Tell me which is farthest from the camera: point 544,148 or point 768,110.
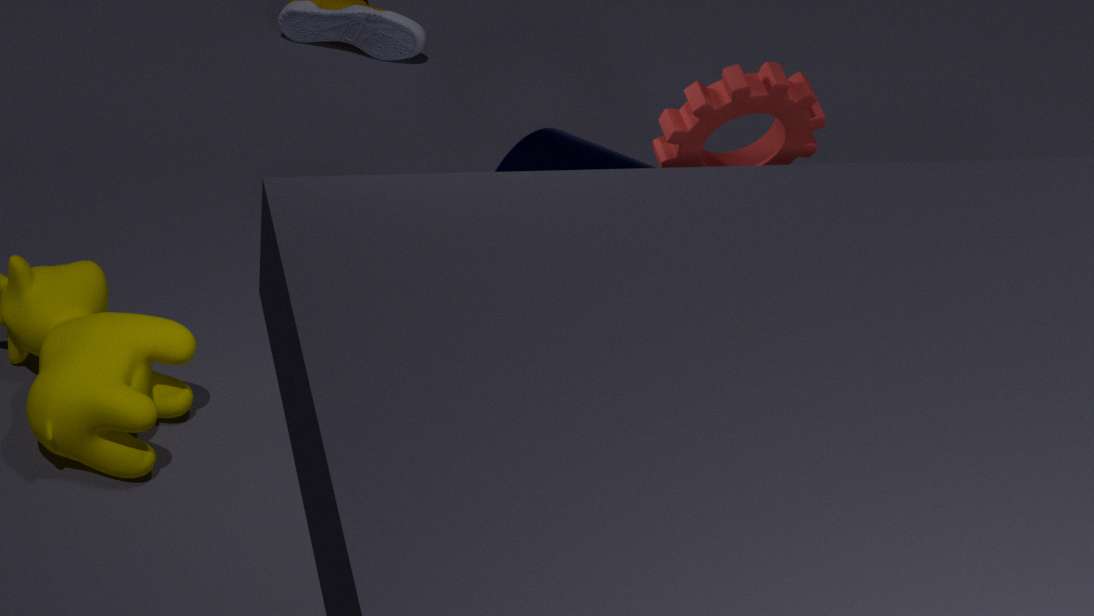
point 544,148
